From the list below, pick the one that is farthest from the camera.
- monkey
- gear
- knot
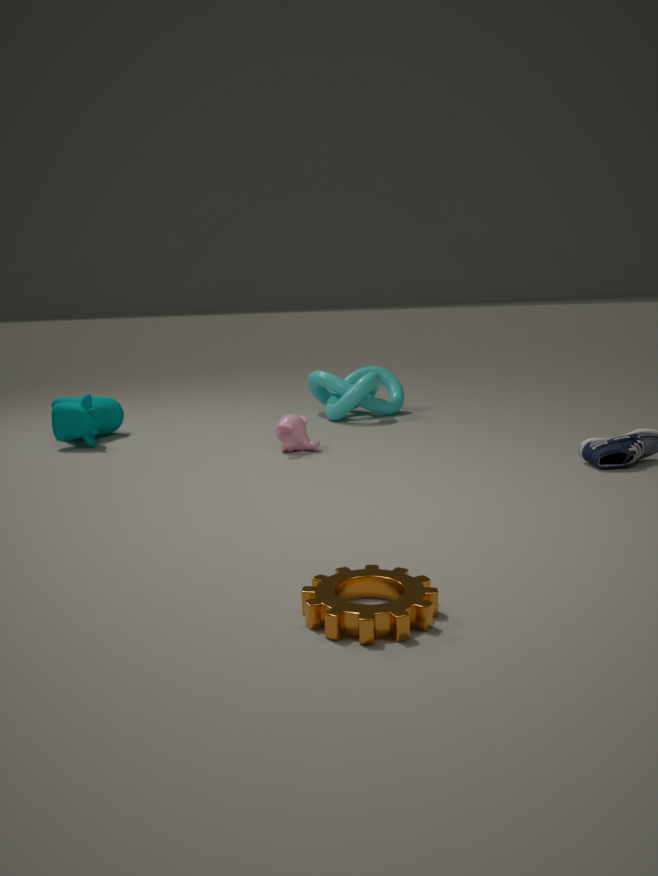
knot
